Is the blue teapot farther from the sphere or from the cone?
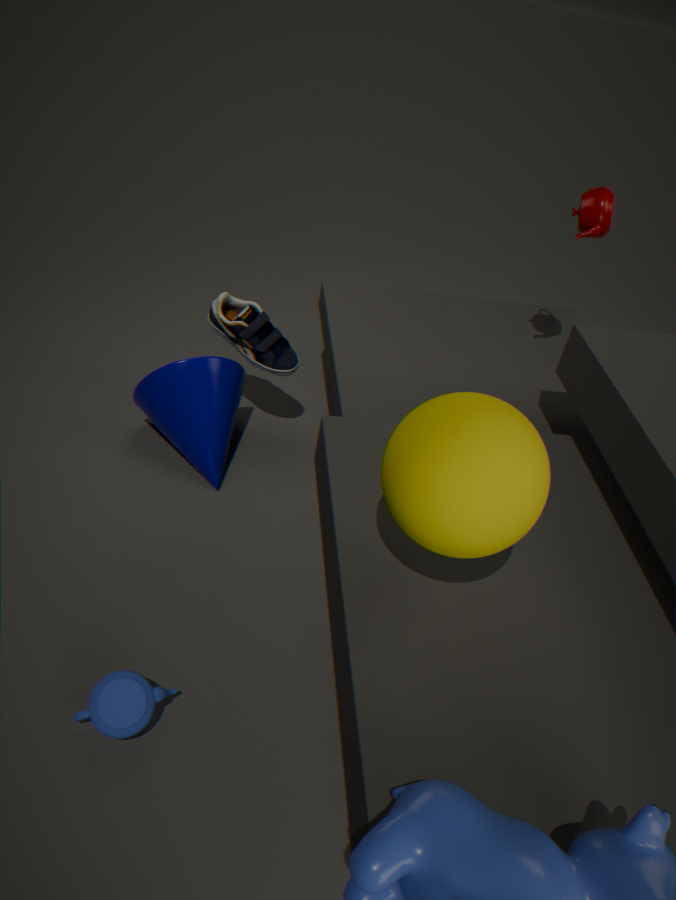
the cone
